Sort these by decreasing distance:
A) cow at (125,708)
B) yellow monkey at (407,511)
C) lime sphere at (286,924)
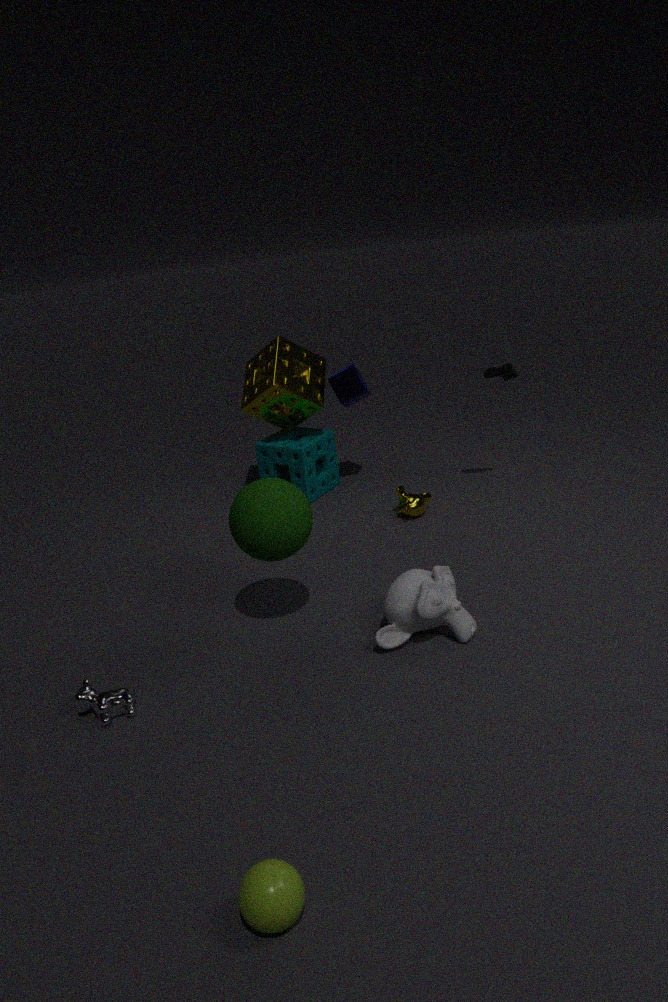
yellow monkey at (407,511), cow at (125,708), lime sphere at (286,924)
